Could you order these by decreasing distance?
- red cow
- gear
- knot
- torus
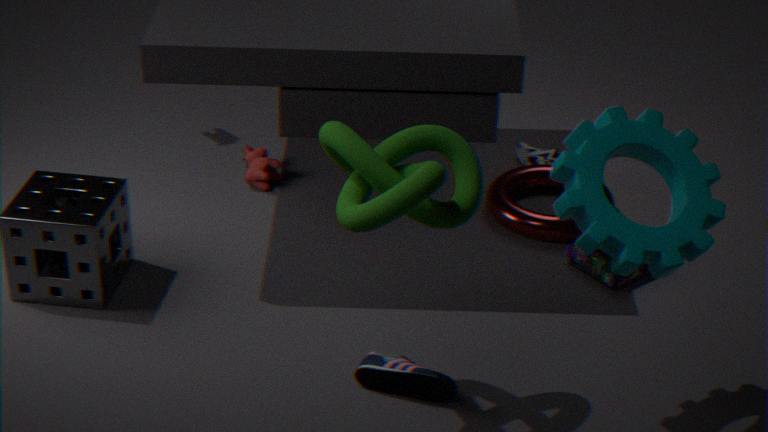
red cow
torus
gear
knot
